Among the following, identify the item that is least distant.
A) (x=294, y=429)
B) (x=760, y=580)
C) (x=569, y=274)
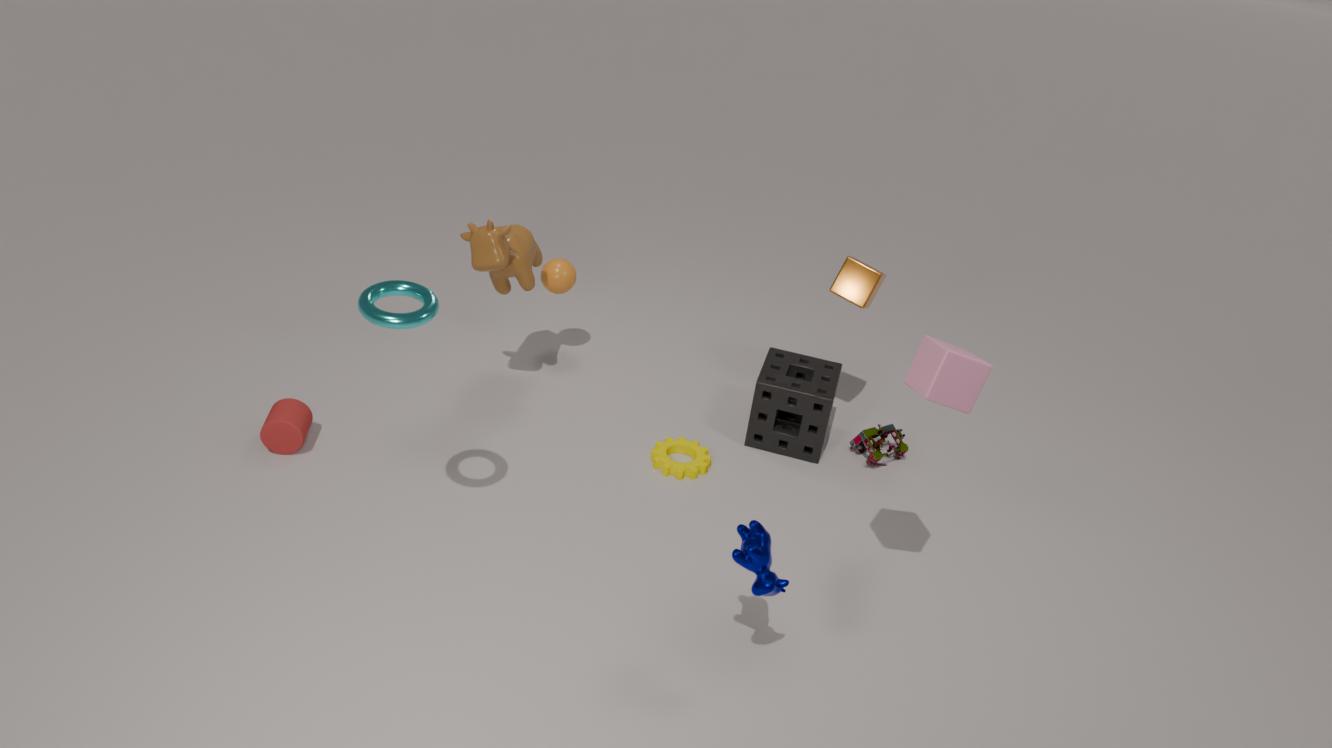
B. (x=760, y=580)
